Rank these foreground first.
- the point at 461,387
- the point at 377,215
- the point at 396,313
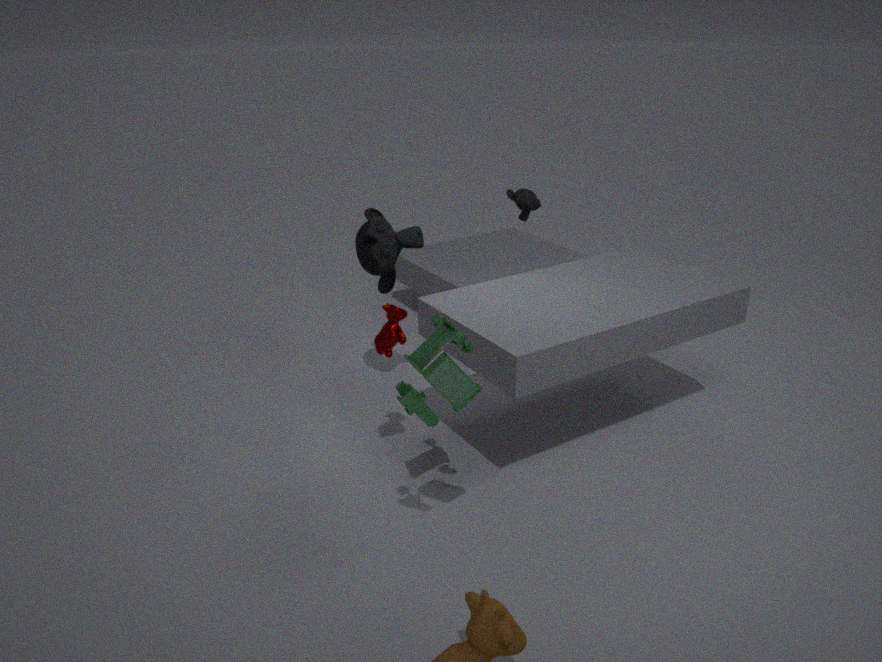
the point at 461,387
the point at 396,313
the point at 377,215
